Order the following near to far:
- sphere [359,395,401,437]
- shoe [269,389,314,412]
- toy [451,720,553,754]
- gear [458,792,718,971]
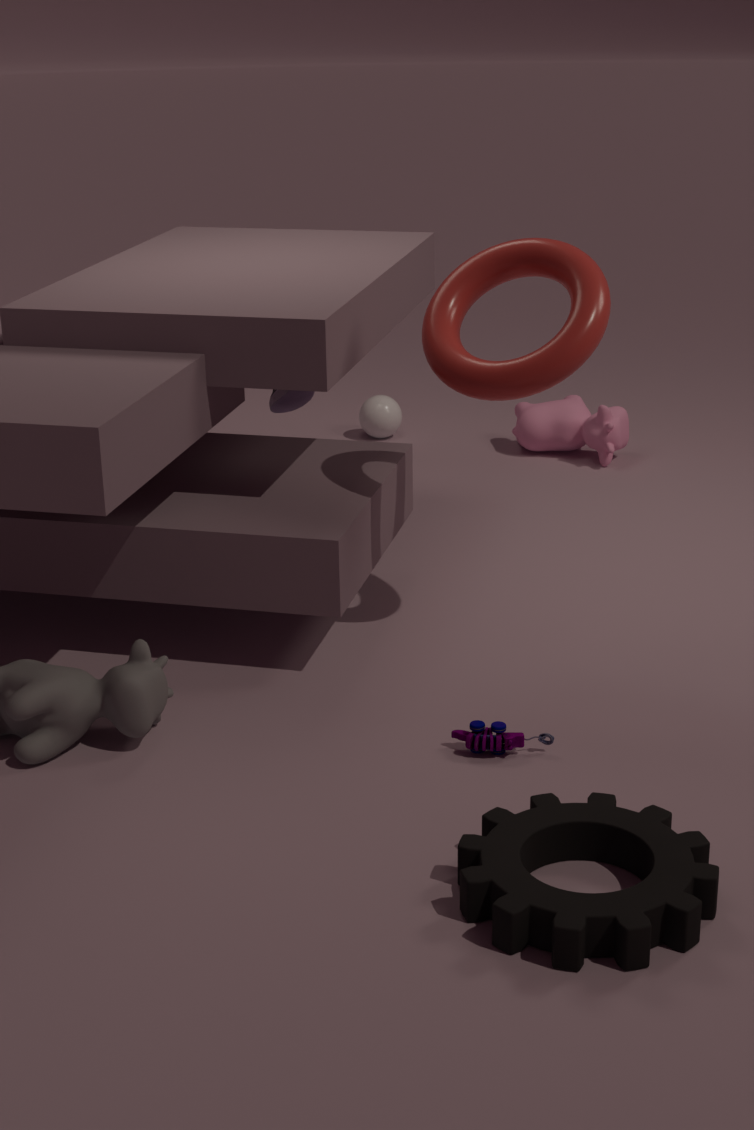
gear [458,792,718,971], toy [451,720,553,754], shoe [269,389,314,412], sphere [359,395,401,437]
